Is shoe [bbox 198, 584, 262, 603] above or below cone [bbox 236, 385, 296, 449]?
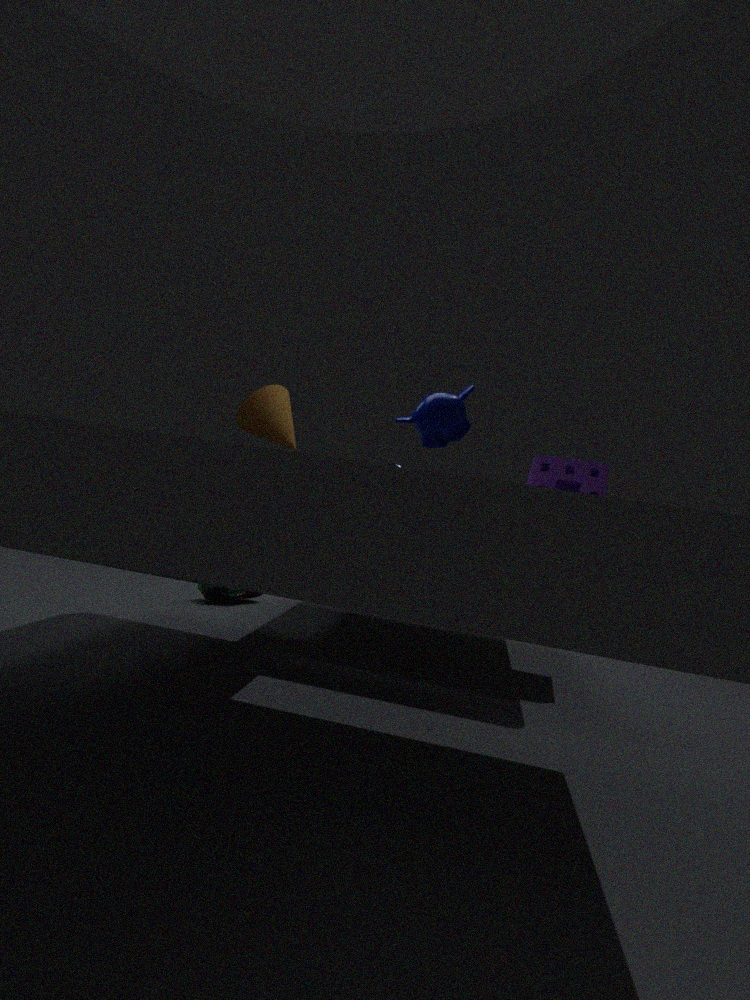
below
